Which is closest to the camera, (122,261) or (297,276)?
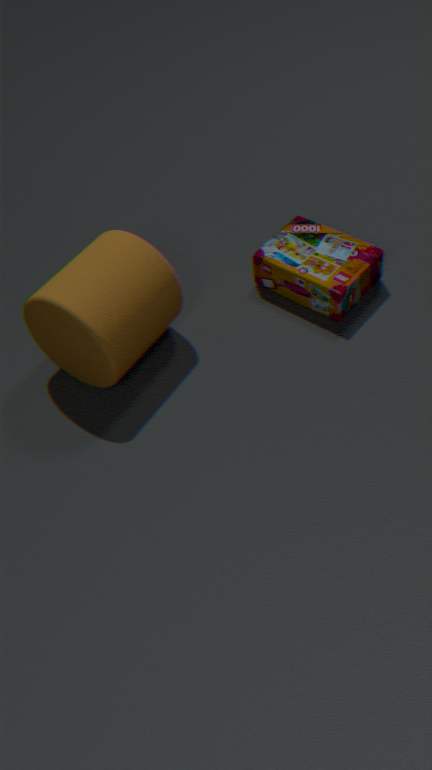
(122,261)
